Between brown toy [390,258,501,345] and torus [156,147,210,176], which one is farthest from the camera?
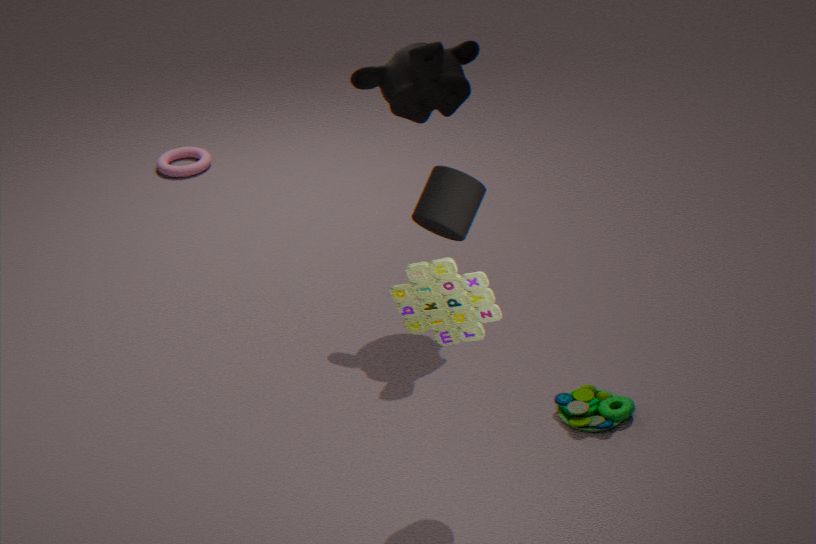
torus [156,147,210,176]
